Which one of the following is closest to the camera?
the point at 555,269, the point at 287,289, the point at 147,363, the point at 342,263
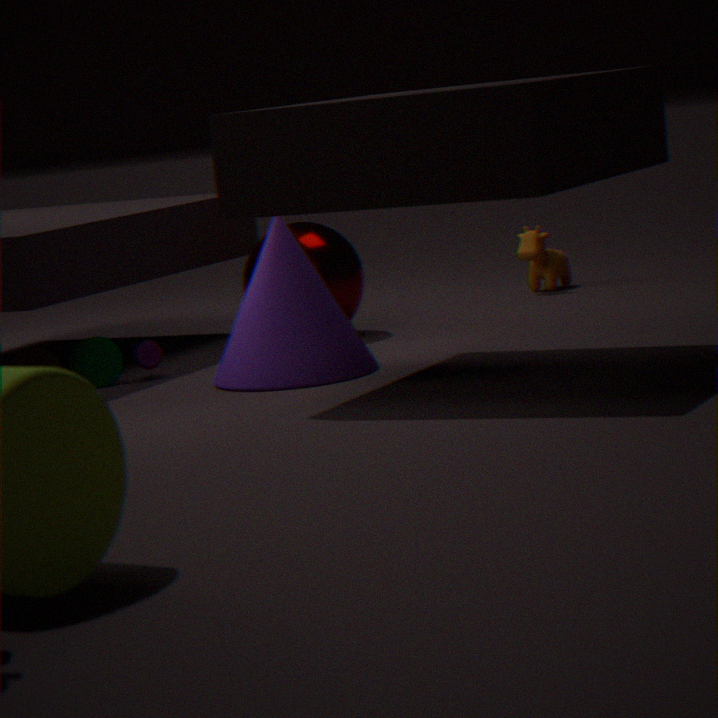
the point at 287,289
